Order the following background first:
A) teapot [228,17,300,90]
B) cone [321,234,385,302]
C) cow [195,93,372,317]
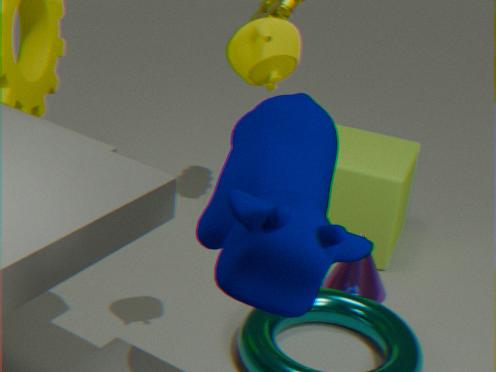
cone [321,234,385,302] < teapot [228,17,300,90] < cow [195,93,372,317]
